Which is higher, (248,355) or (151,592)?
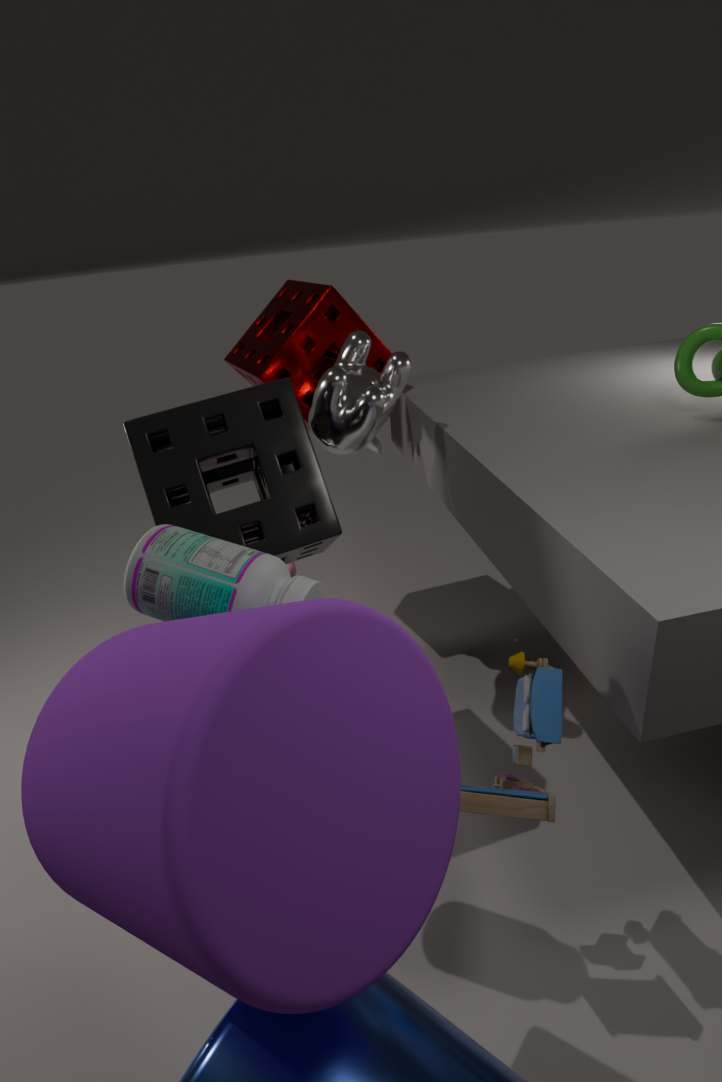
(248,355)
